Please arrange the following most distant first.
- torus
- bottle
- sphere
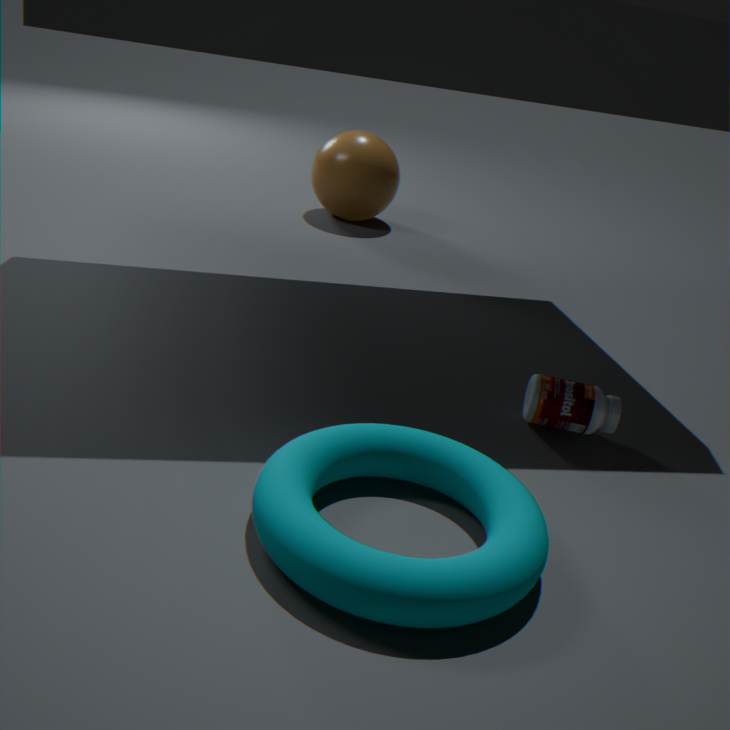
sphere
bottle
torus
